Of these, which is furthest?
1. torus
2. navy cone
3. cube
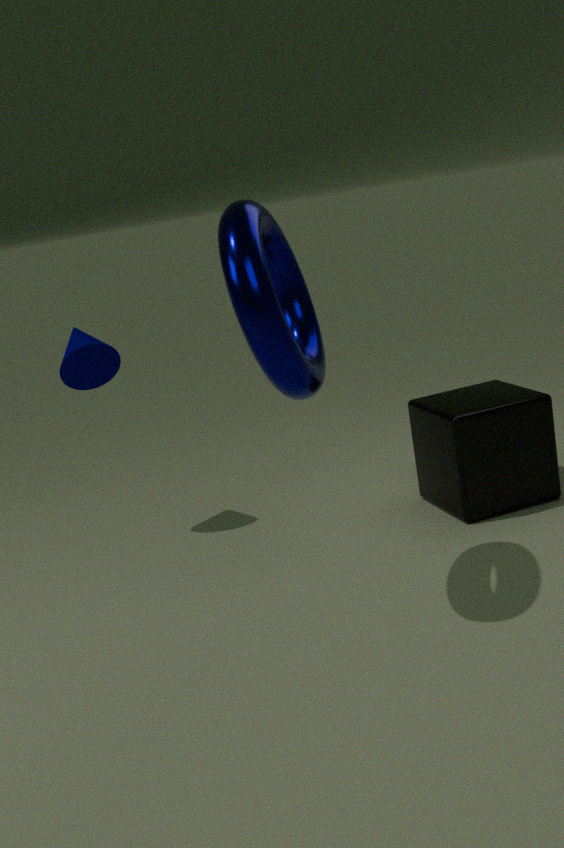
navy cone
